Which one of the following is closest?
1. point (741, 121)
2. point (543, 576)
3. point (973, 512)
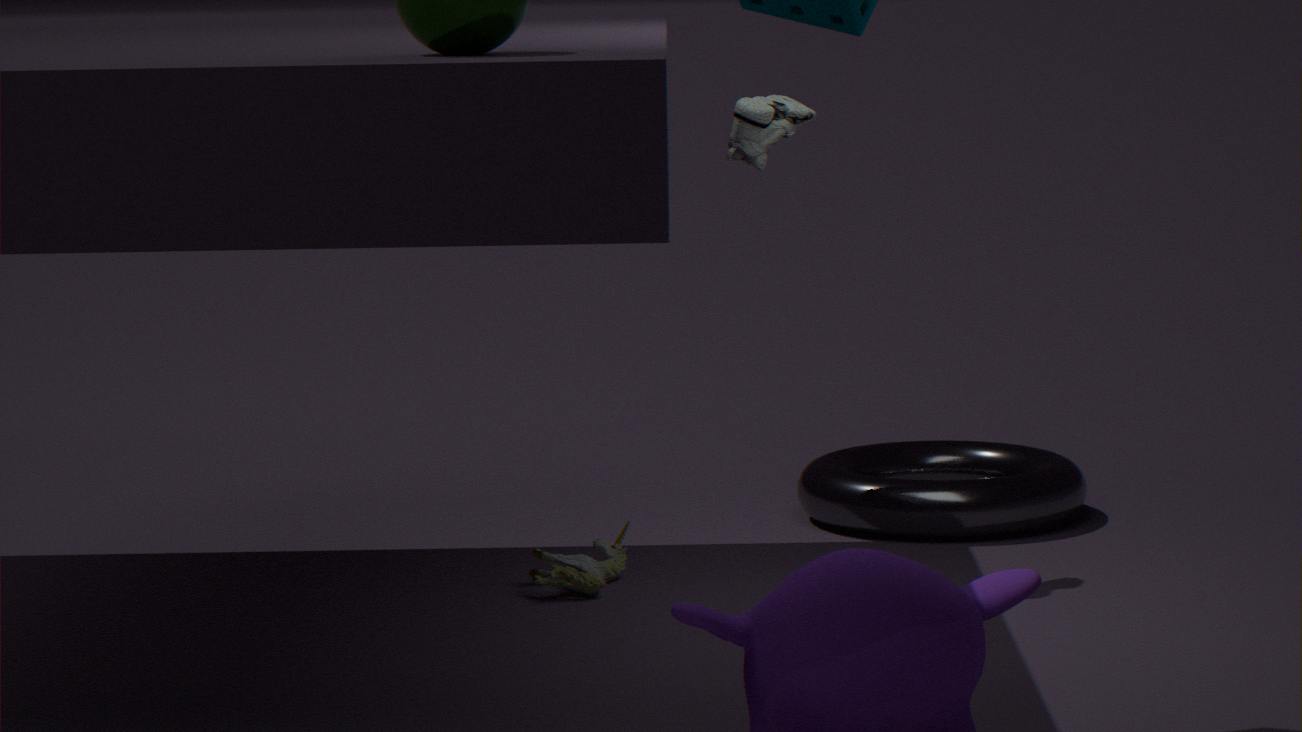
point (741, 121)
